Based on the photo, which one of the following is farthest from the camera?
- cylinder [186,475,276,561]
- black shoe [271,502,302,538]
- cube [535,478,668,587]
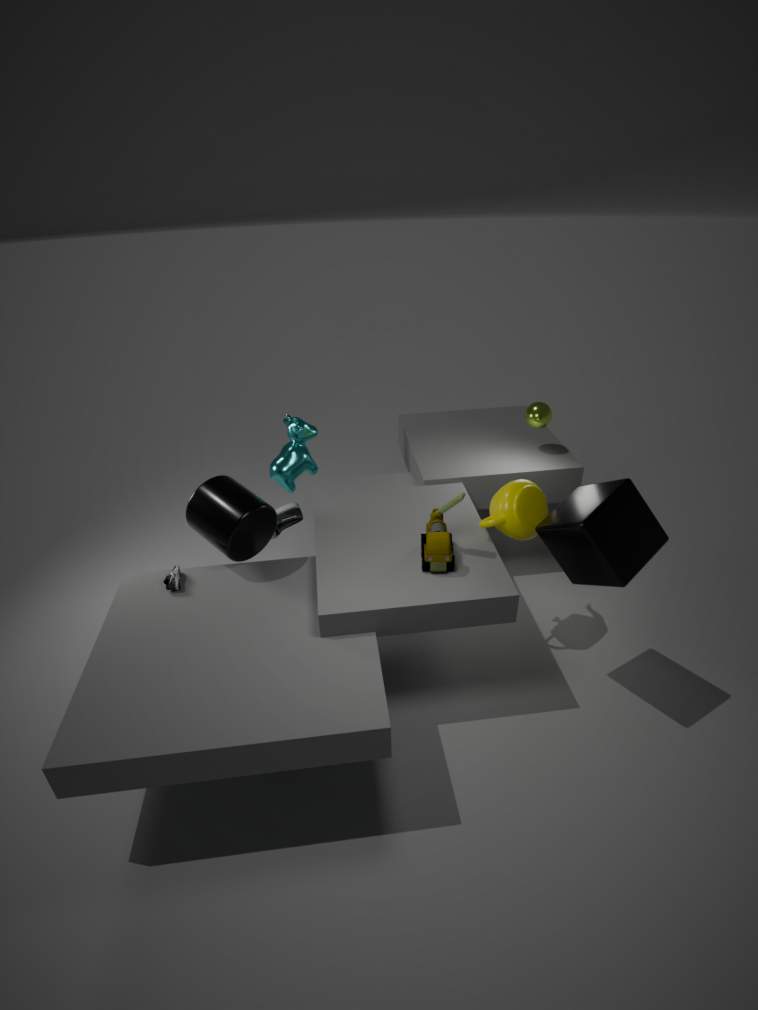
black shoe [271,502,302,538]
